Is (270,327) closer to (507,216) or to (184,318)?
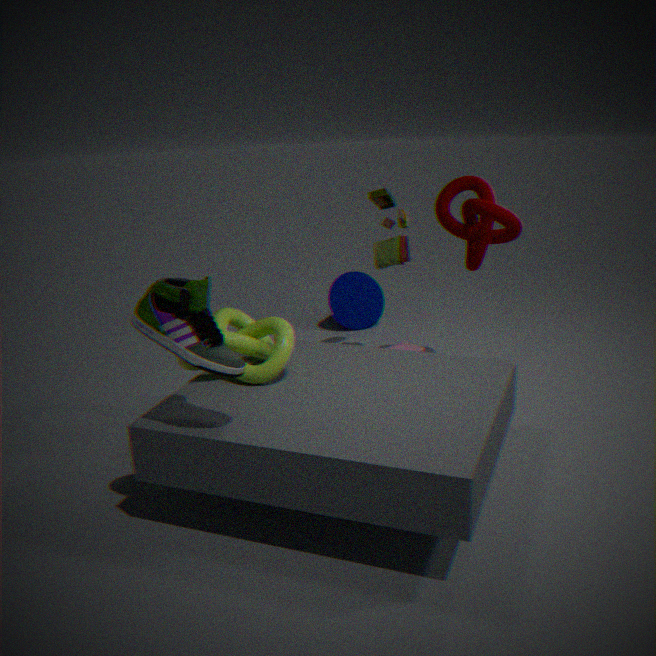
(184,318)
